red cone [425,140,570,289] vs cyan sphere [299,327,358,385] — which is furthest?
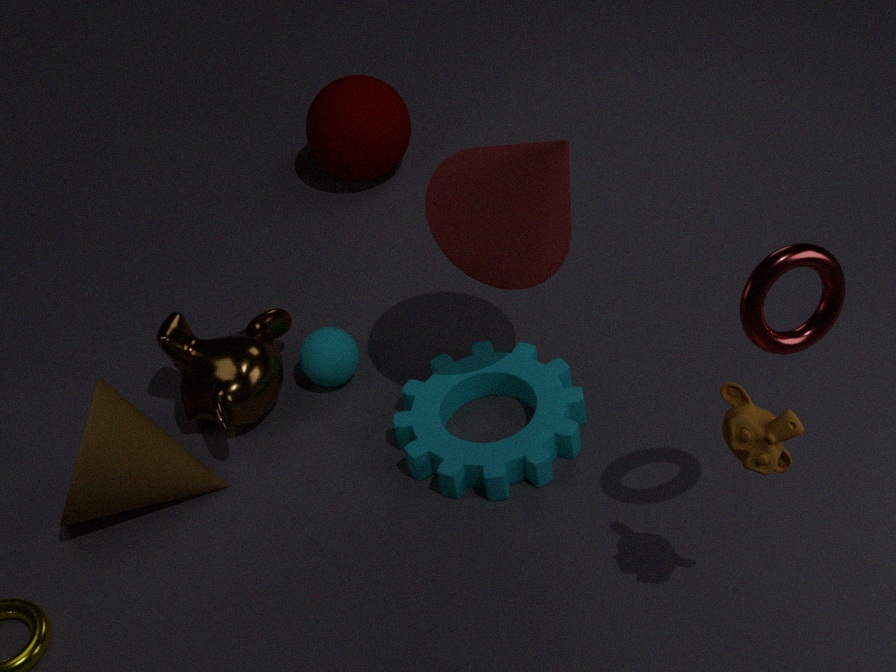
cyan sphere [299,327,358,385]
